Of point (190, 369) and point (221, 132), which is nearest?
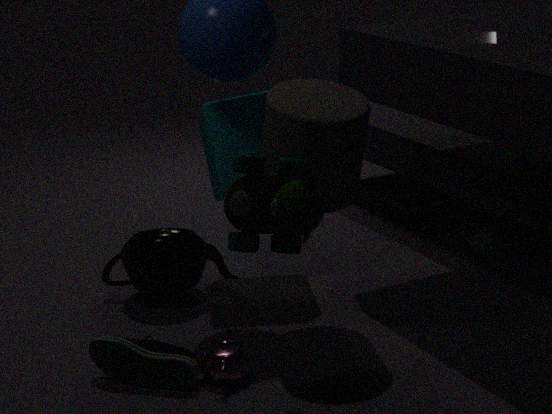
point (190, 369)
